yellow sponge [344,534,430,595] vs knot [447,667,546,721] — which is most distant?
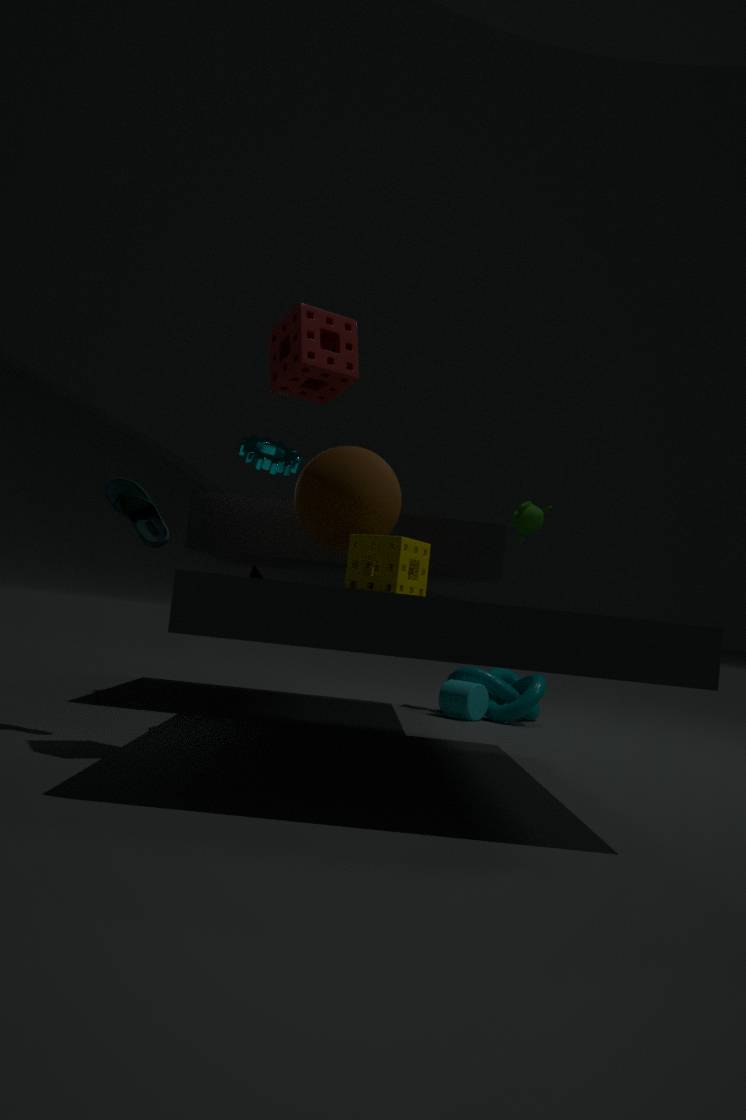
knot [447,667,546,721]
